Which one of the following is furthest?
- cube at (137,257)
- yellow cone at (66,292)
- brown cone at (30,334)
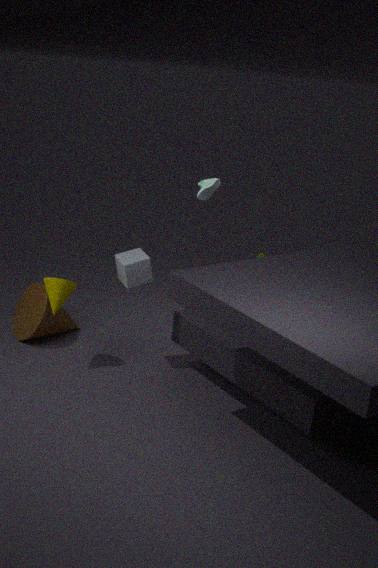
brown cone at (30,334)
